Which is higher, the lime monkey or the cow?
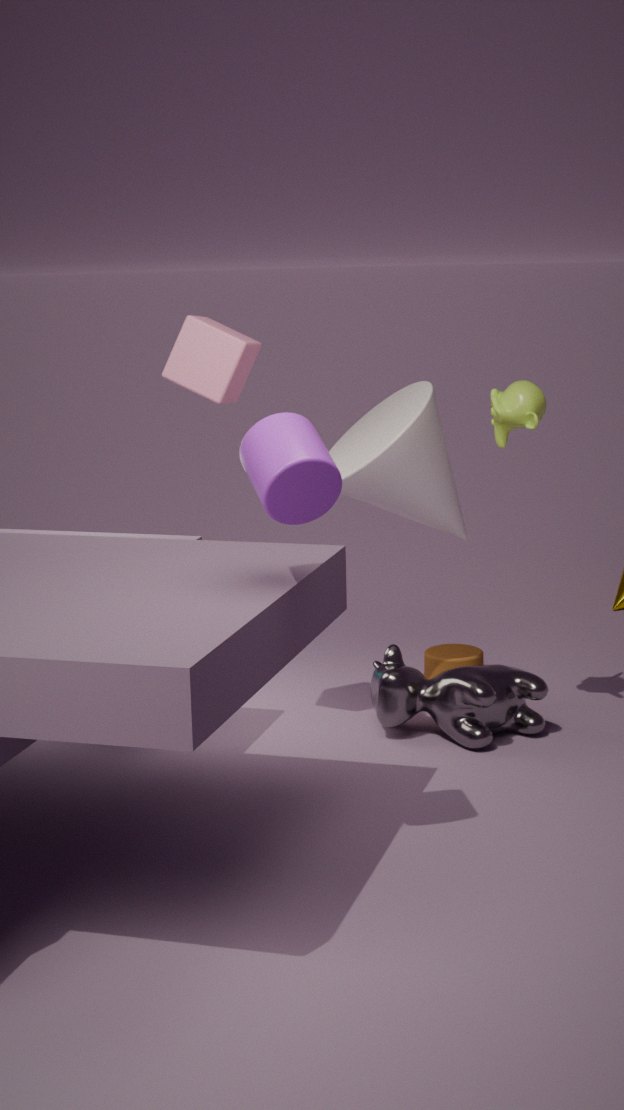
the lime monkey
